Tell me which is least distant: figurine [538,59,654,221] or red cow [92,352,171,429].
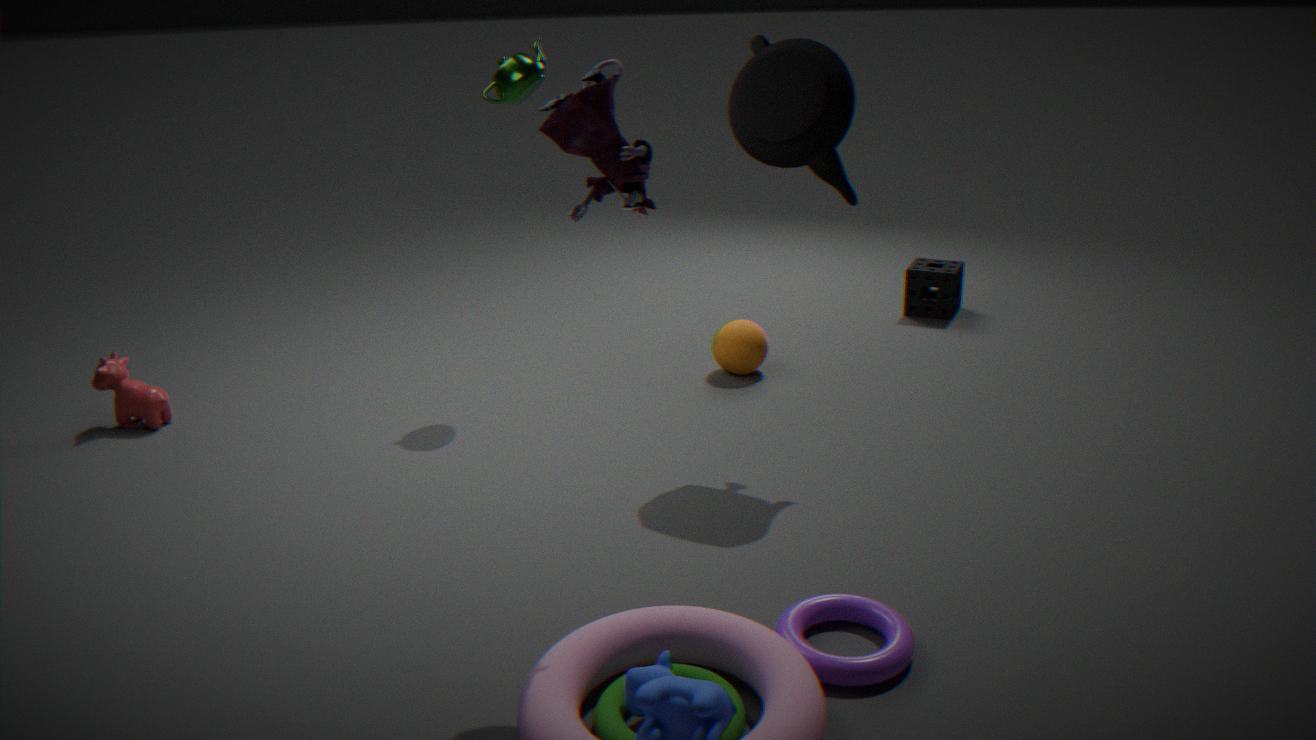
figurine [538,59,654,221]
